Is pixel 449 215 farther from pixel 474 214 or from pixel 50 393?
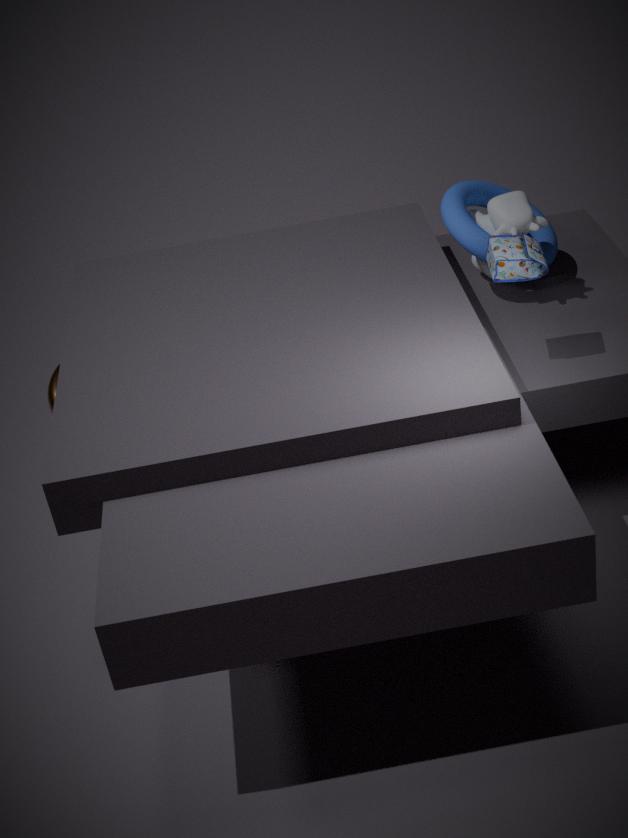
pixel 50 393
